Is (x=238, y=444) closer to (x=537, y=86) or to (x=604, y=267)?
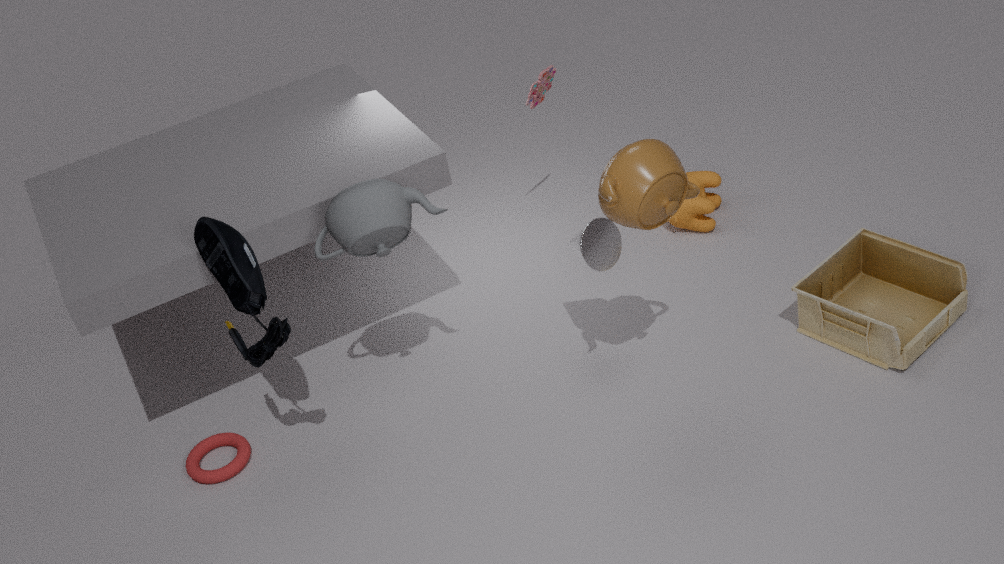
(x=604, y=267)
